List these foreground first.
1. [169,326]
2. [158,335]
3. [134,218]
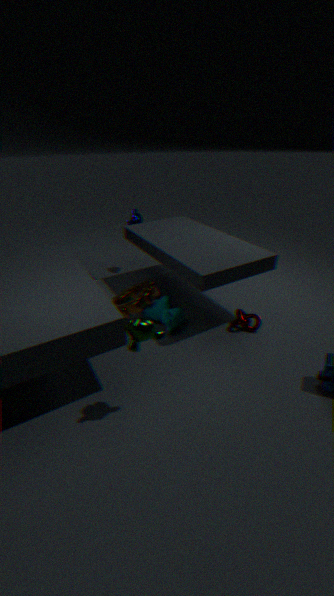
1. [158,335]
2. [169,326]
3. [134,218]
